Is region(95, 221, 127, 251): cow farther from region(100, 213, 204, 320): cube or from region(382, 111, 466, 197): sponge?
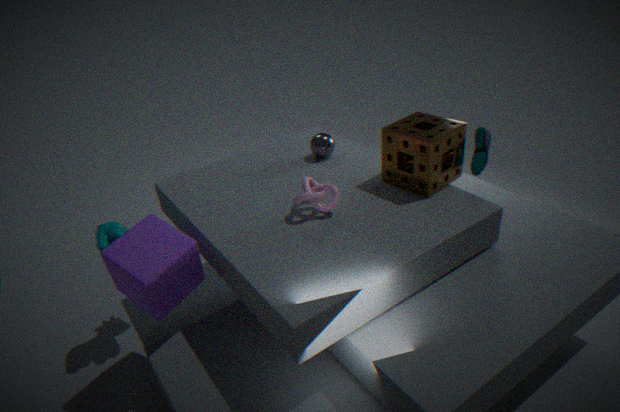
region(382, 111, 466, 197): sponge
